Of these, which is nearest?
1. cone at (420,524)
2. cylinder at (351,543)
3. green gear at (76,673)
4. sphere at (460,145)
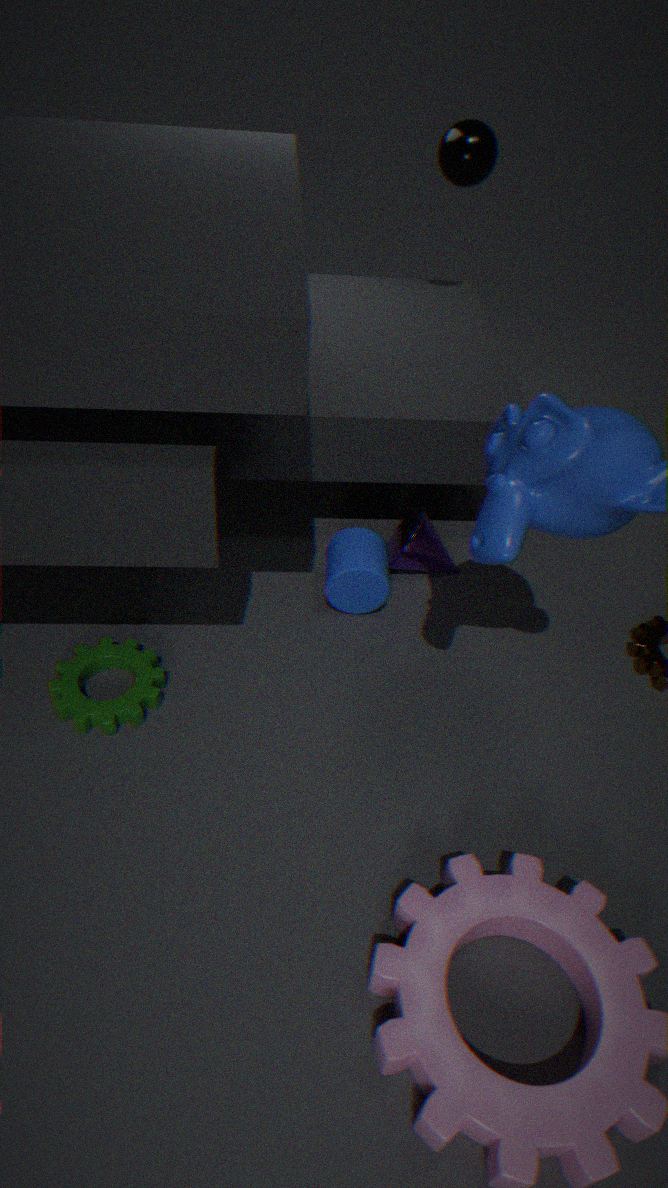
green gear at (76,673)
